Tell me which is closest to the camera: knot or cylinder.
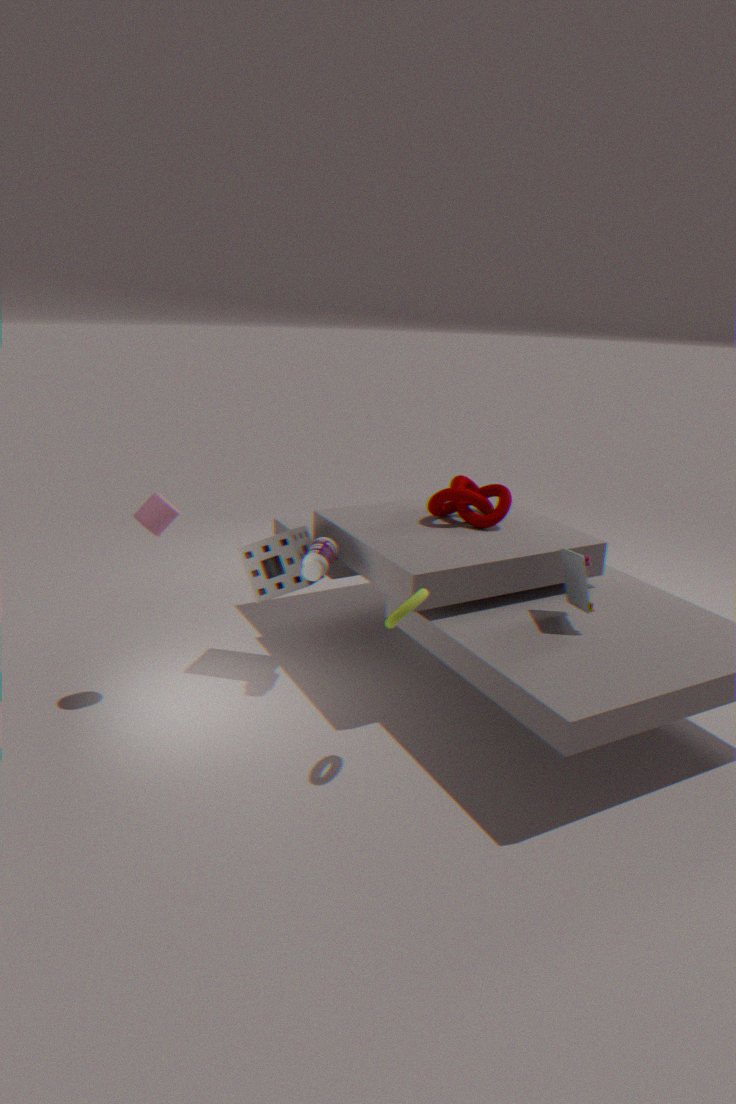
cylinder
